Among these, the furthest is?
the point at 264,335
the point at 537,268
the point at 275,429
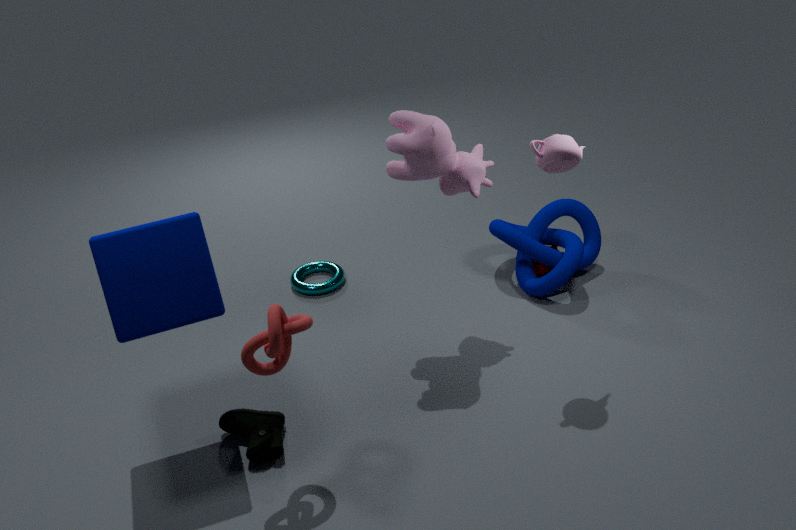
the point at 537,268
